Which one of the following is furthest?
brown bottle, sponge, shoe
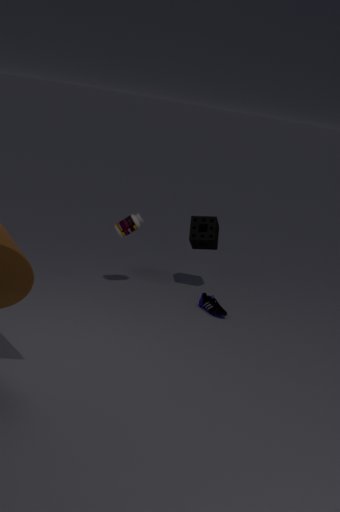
sponge
